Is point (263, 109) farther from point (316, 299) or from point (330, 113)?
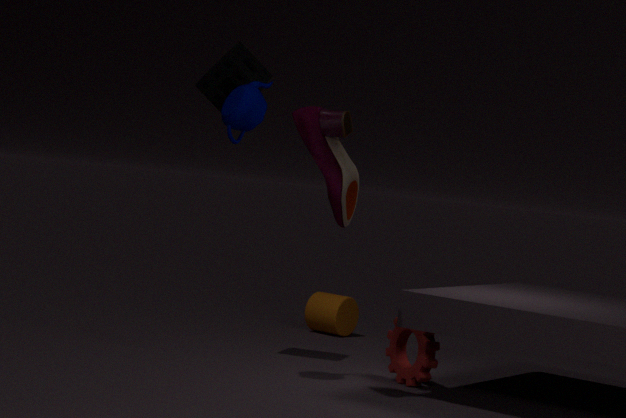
point (316, 299)
